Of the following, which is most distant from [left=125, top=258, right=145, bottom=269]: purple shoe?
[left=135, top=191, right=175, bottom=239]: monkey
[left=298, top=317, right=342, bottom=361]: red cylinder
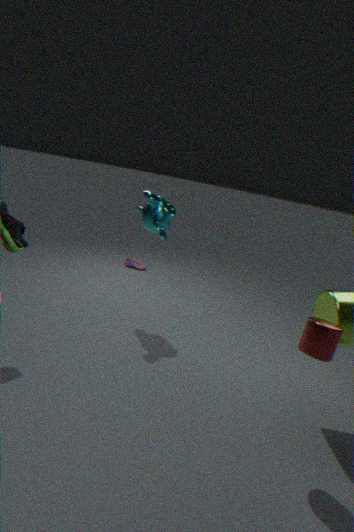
[left=298, top=317, right=342, bottom=361]: red cylinder
